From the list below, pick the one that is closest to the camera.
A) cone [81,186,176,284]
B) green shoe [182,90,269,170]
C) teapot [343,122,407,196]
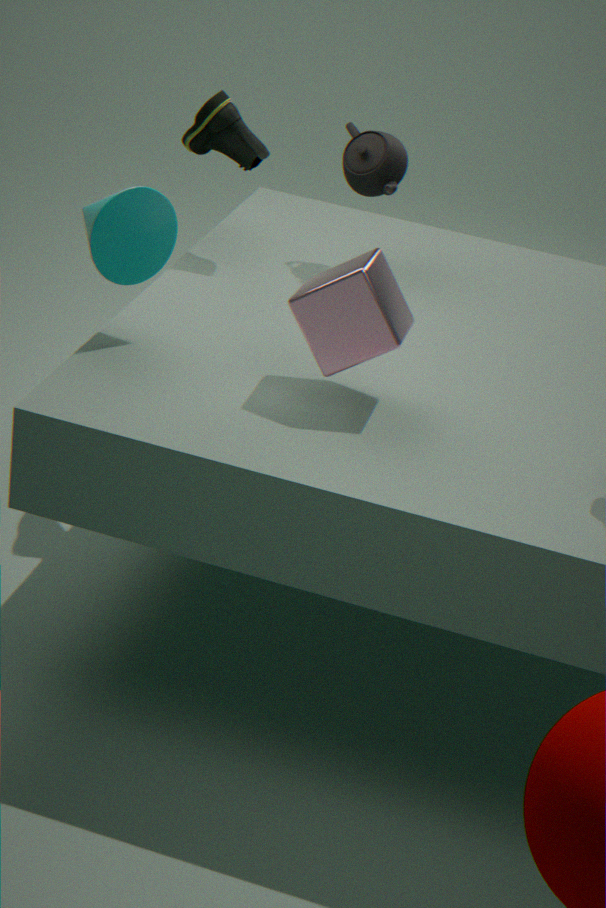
cone [81,186,176,284]
